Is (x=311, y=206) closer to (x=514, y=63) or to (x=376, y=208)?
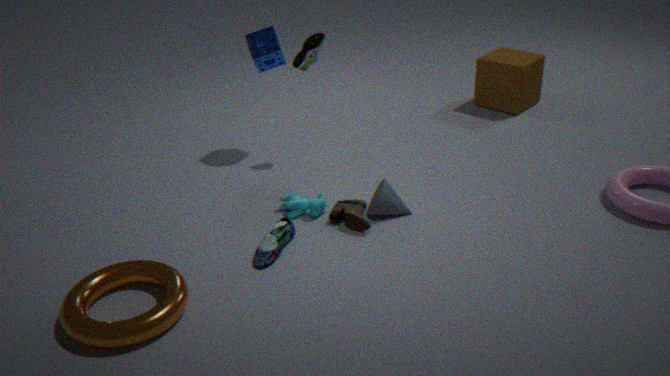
(x=376, y=208)
